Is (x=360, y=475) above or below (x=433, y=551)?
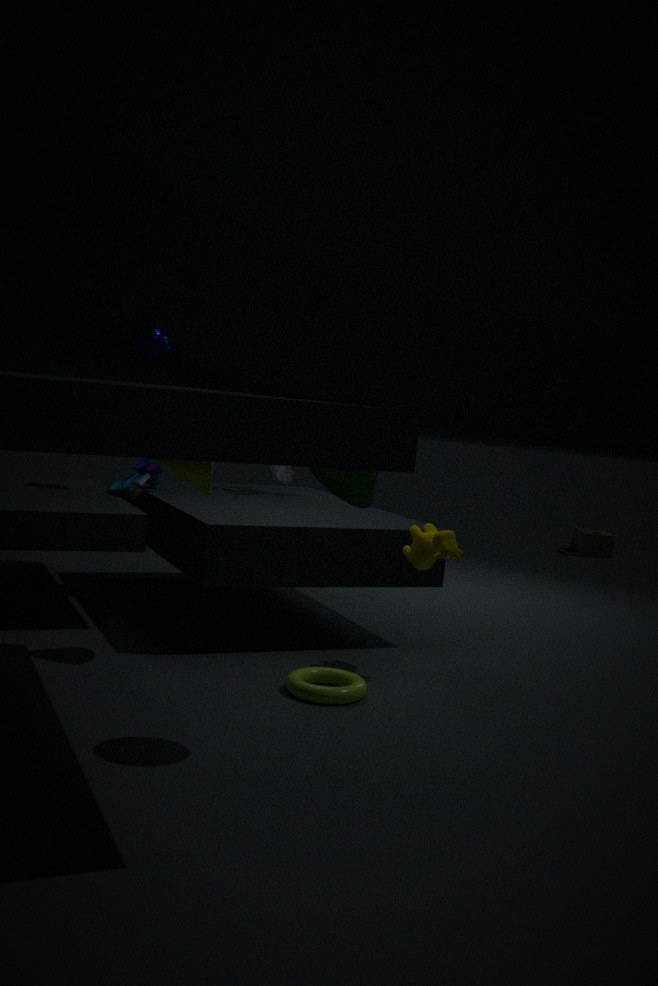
above
